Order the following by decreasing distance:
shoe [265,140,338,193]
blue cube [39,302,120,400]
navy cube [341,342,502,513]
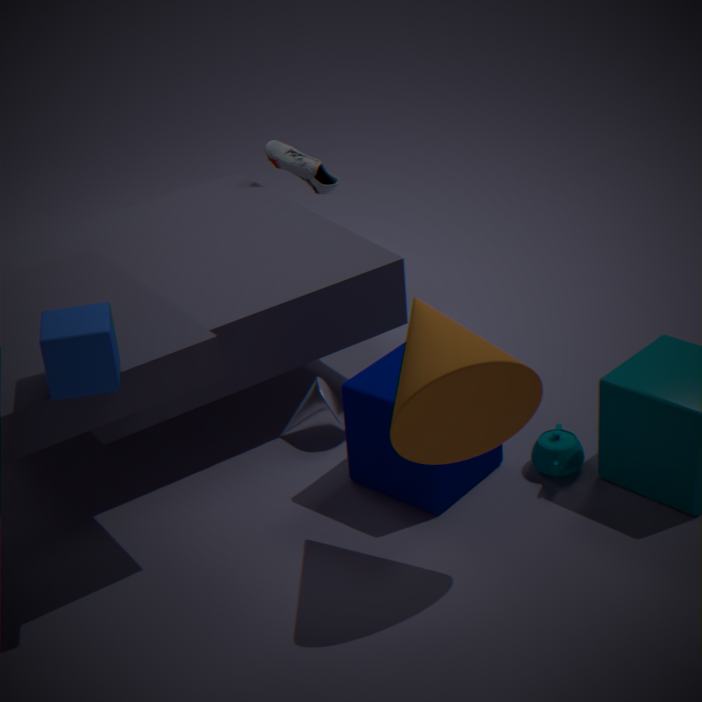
1. shoe [265,140,338,193]
2. navy cube [341,342,502,513]
3. blue cube [39,302,120,400]
